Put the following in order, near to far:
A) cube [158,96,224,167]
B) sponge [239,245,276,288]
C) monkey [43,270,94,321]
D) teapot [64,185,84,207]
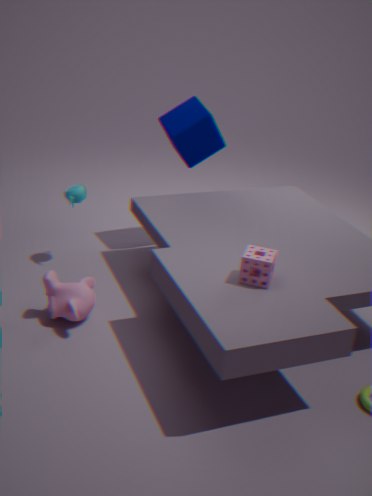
sponge [239,245,276,288] → monkey [43,270,94,321] → teapot [64,185,84,207] → cube [158,96,224,167]
